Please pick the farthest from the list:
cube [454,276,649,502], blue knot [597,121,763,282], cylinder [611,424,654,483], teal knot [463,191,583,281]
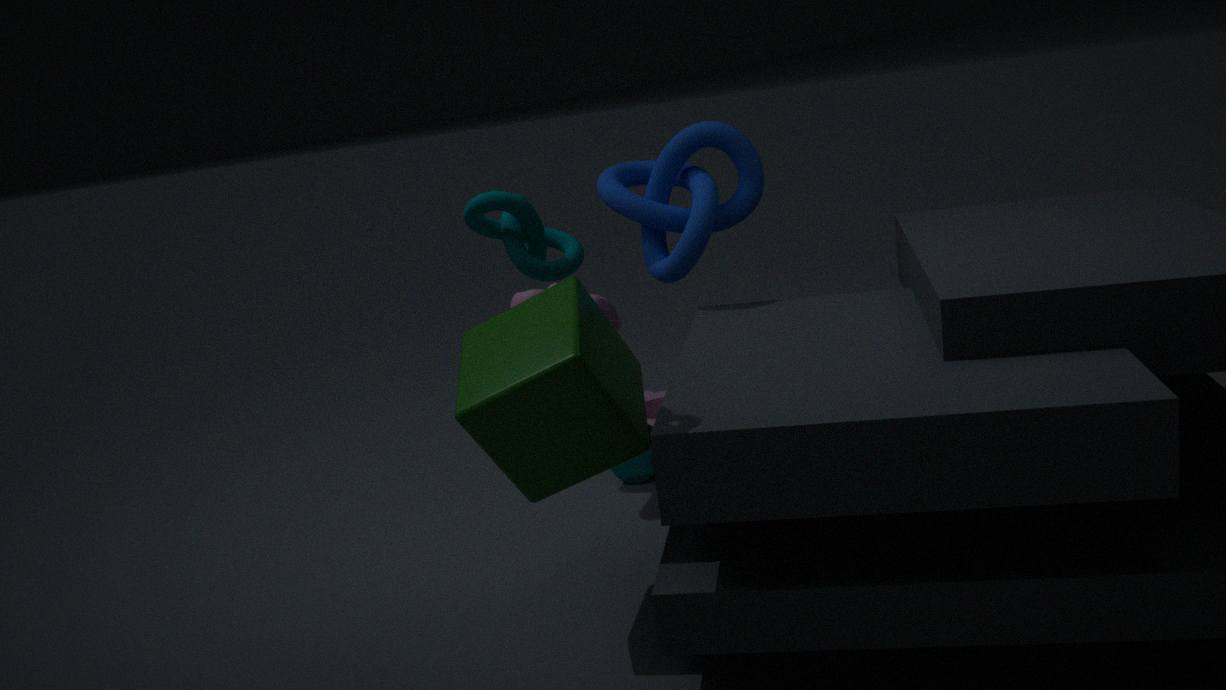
cylinder [611,424,654,483]
